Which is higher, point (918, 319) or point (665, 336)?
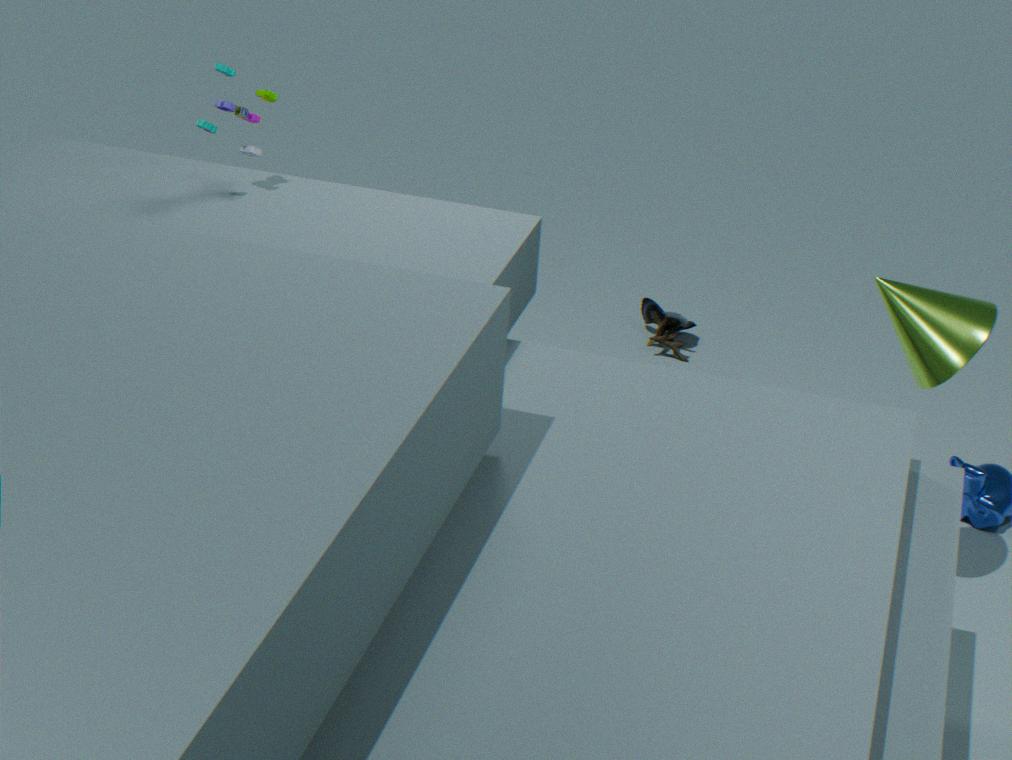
point (918, 319)
